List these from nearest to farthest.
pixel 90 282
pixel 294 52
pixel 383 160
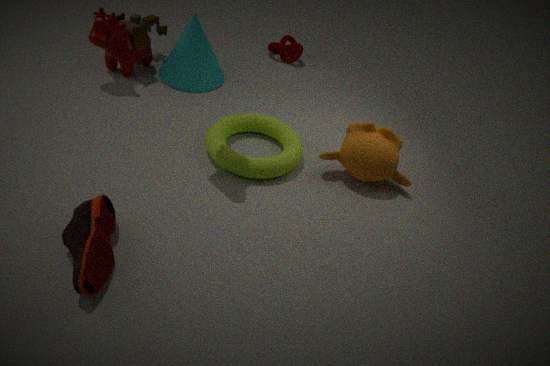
1. pixel 90 282
2. pixel 383 160
3. pixel 294 52
